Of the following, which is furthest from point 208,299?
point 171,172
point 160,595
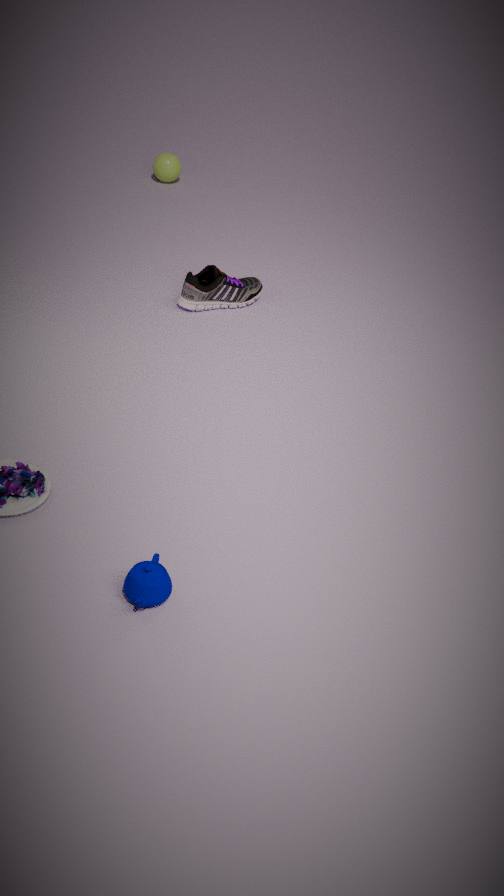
point 160,595
